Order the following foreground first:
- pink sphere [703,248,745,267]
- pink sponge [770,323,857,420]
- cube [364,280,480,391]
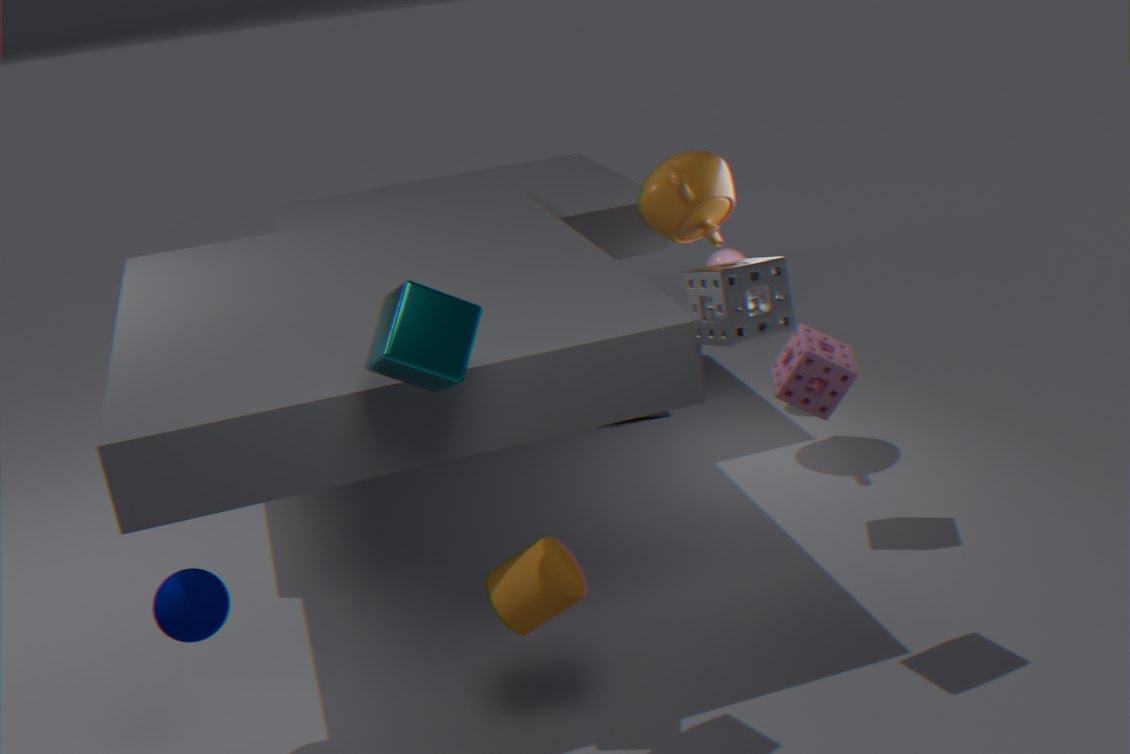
cube [364,280,480,391]
pink sponge [770,323,857,420]
pink sphere [703,248,745,267]
